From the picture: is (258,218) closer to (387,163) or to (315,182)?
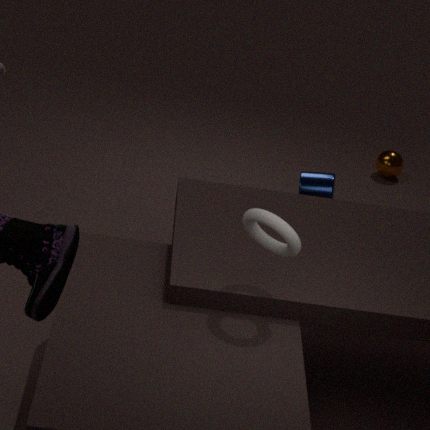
(315,182)
